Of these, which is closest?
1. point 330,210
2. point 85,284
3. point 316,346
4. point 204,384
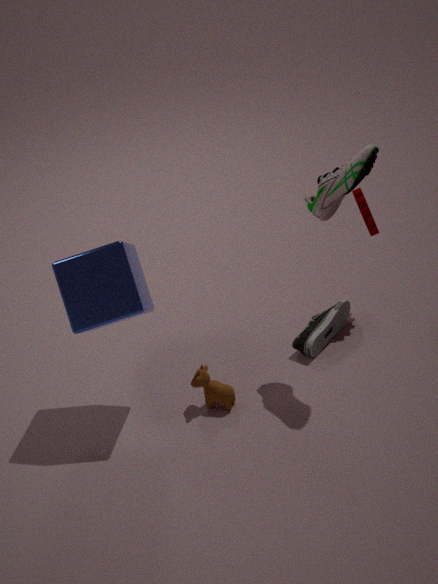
point 85,284
